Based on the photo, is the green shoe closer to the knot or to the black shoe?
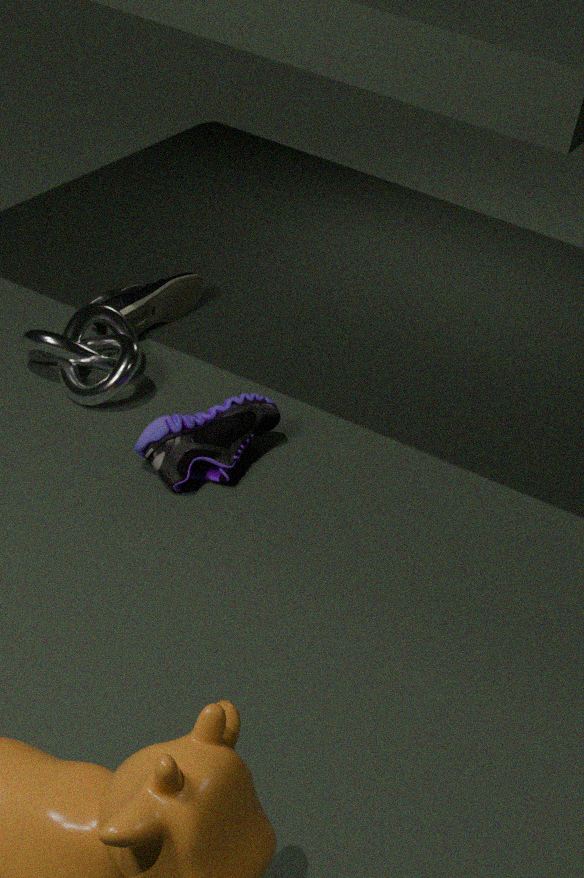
the knot
